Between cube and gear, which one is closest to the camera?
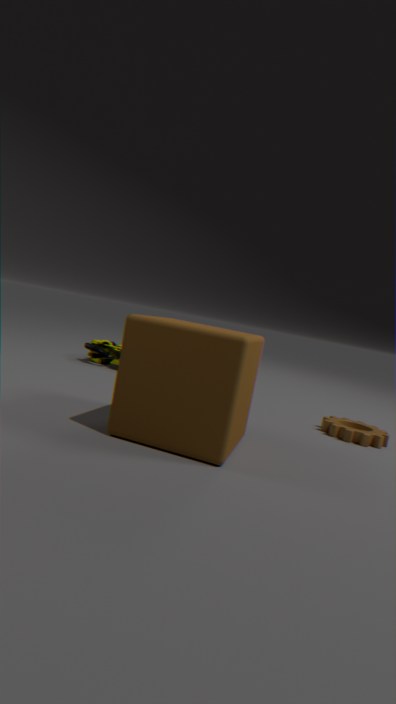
cube
